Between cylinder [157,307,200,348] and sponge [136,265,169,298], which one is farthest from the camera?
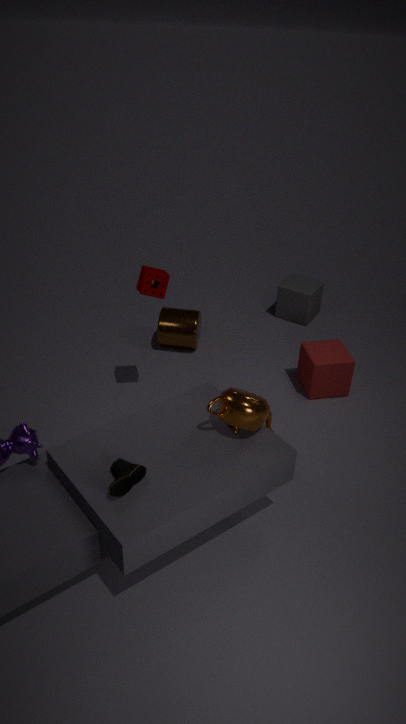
cylinder [157,307,200,348]
